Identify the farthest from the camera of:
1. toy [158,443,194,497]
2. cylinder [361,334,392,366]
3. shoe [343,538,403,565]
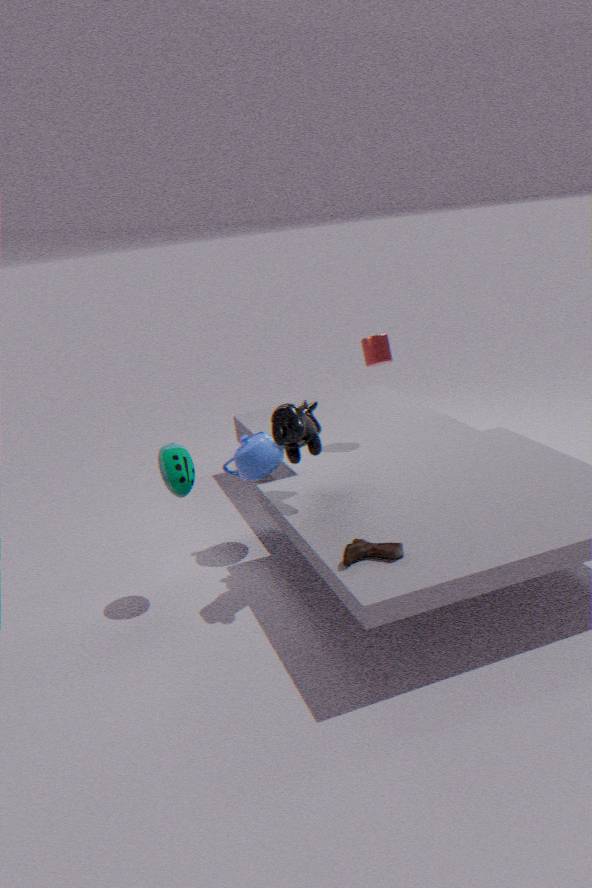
cylinder [361,334,392,366]
